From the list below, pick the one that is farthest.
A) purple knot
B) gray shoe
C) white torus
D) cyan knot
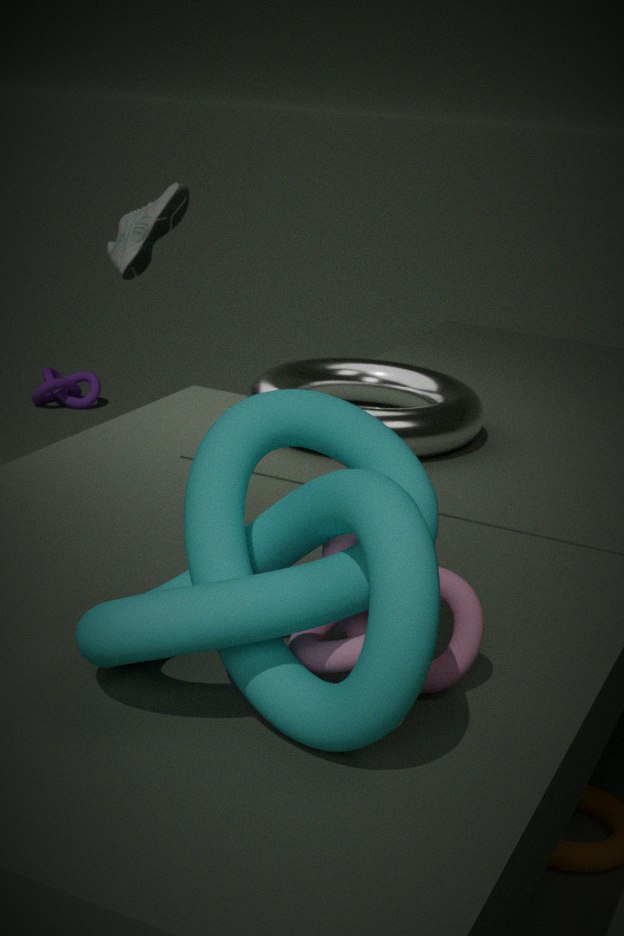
purple knot
